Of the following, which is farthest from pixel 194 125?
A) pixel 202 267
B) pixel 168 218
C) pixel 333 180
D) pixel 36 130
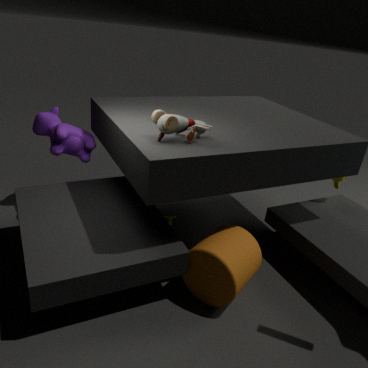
pixel 333 180
